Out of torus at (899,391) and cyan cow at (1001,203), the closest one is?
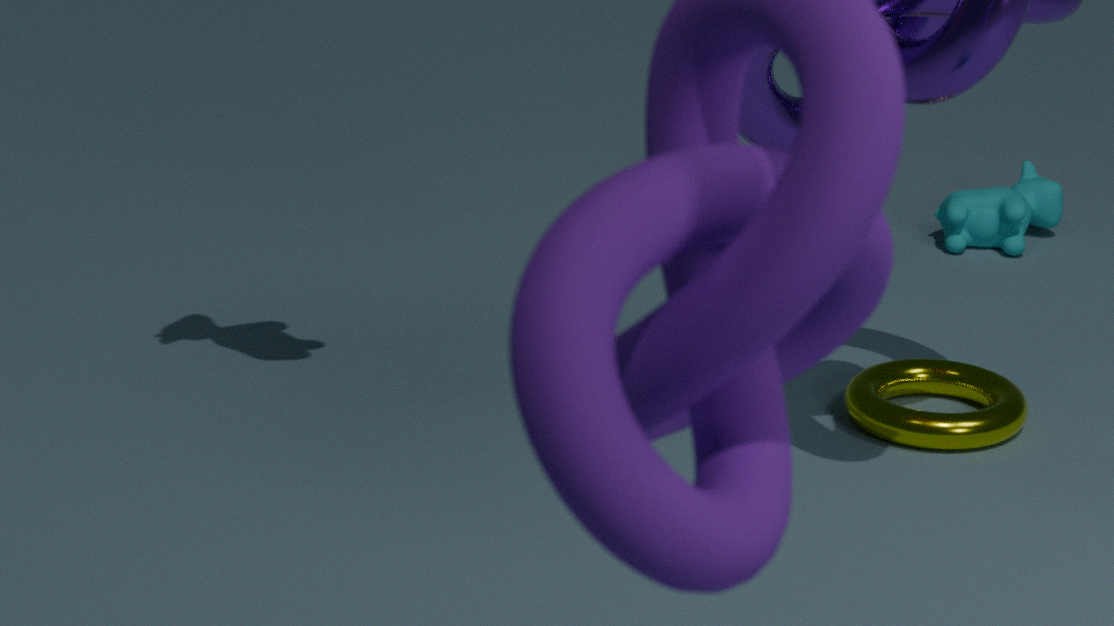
torus at (899,391)
